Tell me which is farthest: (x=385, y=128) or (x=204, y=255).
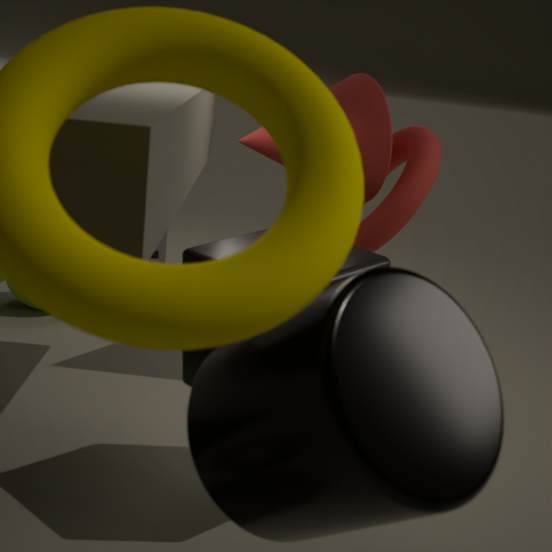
(x=385, y=128)
